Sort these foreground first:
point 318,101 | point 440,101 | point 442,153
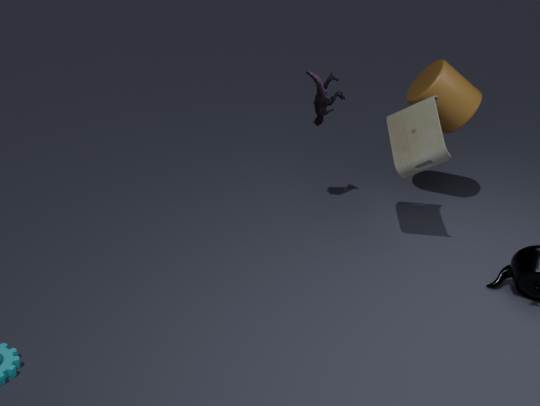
point 442,153
point 318,101
point 440,101
